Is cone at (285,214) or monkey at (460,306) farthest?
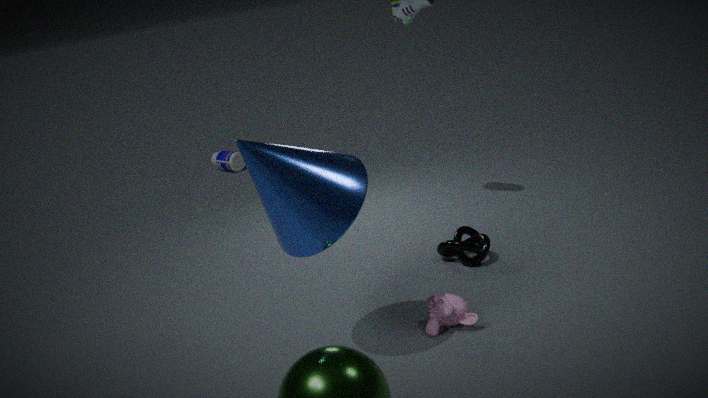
monkey at (460,306)
